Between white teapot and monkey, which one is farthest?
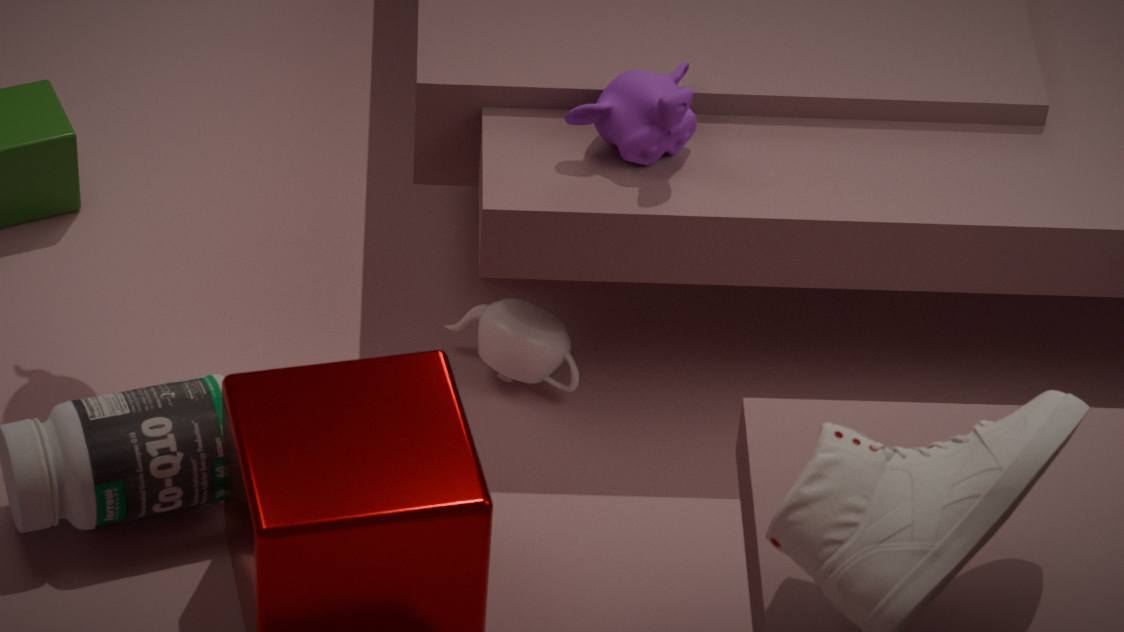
white teapot
